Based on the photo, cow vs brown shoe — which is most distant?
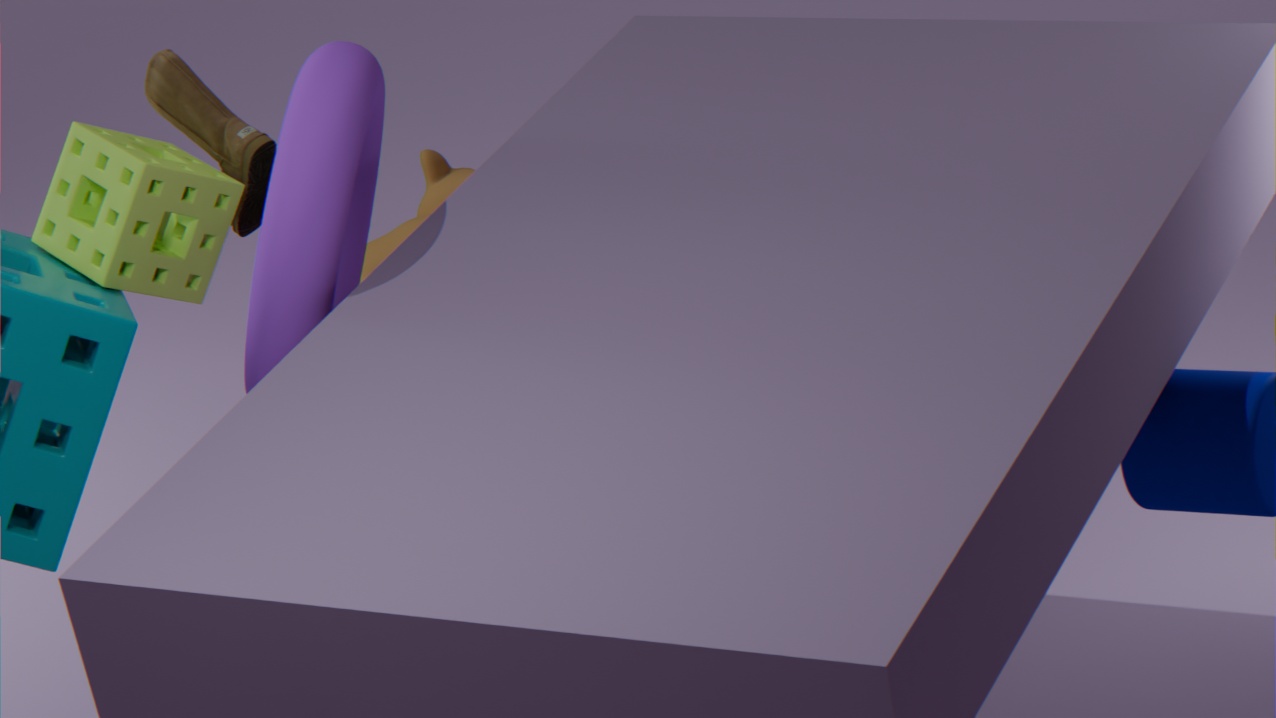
cow
